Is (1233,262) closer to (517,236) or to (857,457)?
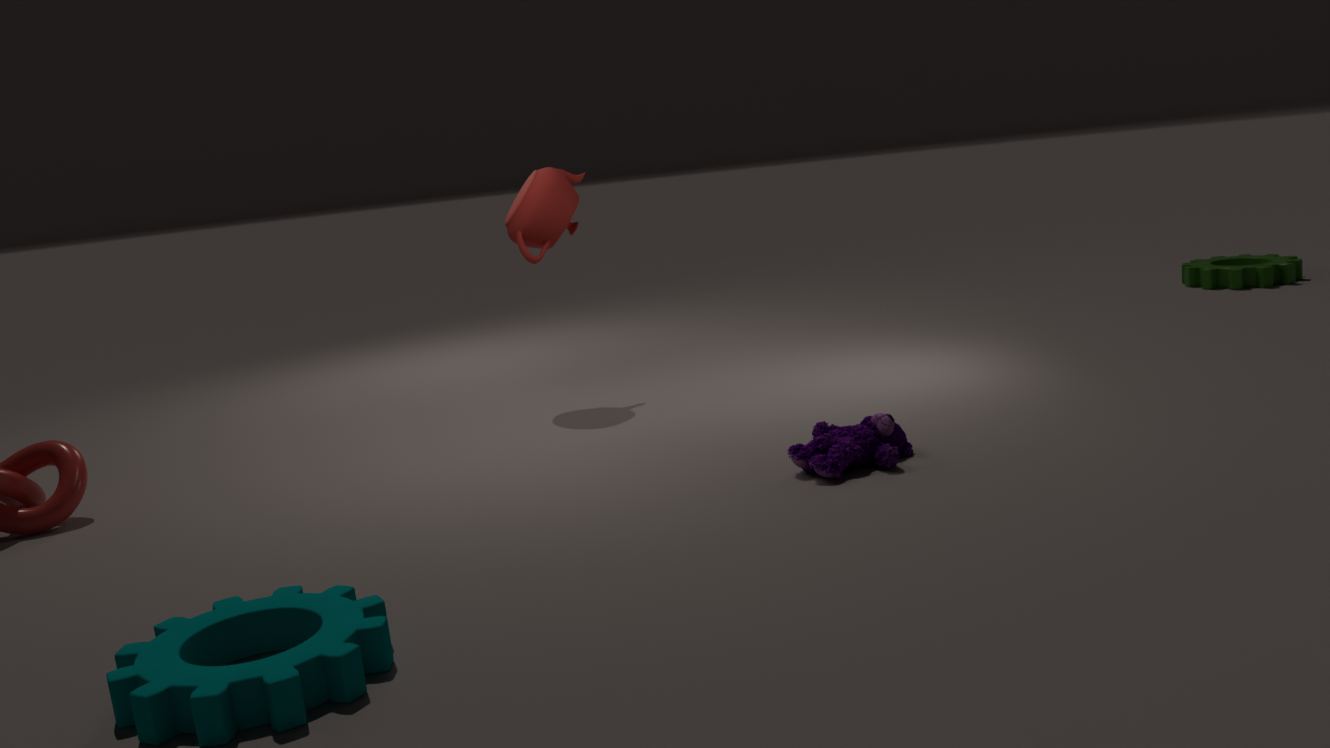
(857,457)
